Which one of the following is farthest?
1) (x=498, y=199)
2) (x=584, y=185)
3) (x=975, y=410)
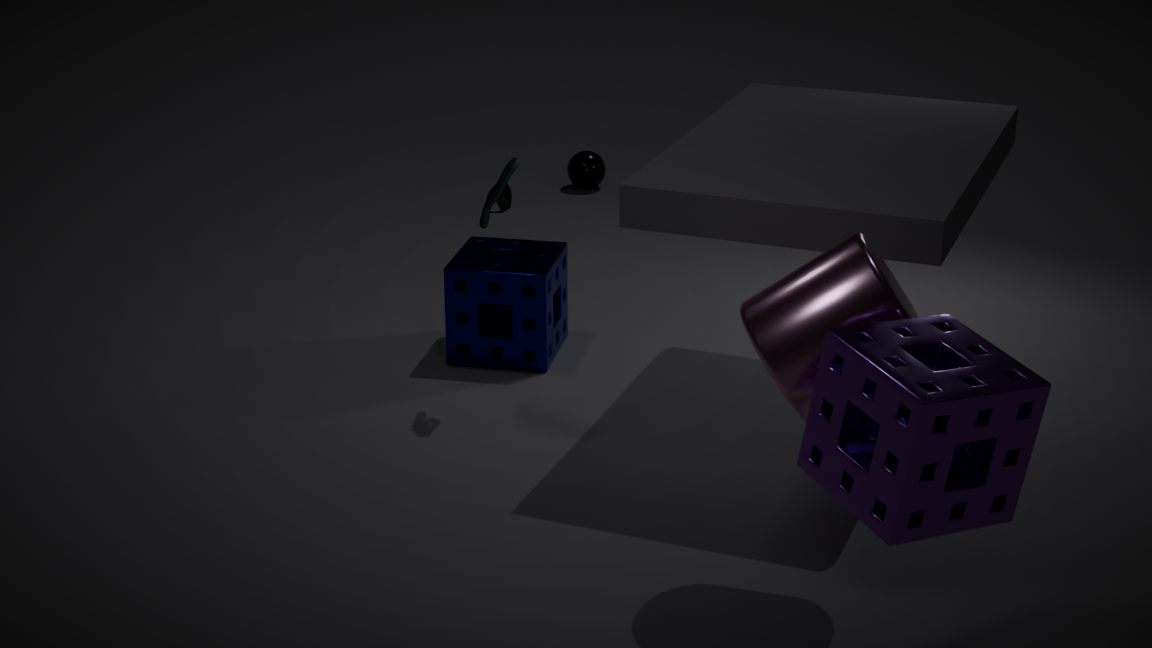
2
